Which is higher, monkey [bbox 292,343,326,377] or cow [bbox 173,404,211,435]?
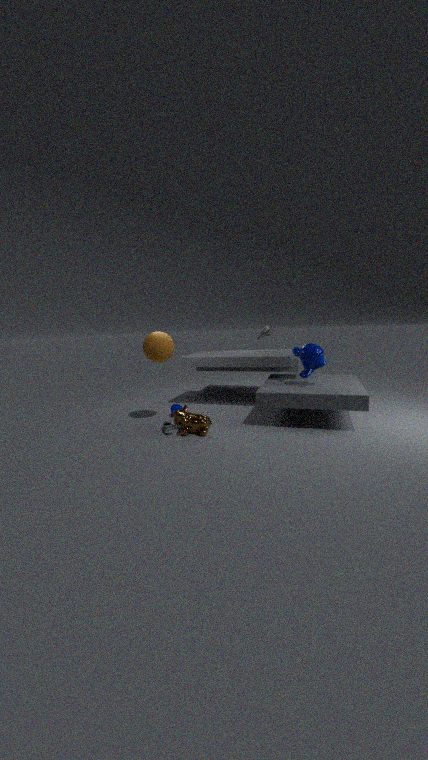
monkey [bbox 292,343,326,377]
